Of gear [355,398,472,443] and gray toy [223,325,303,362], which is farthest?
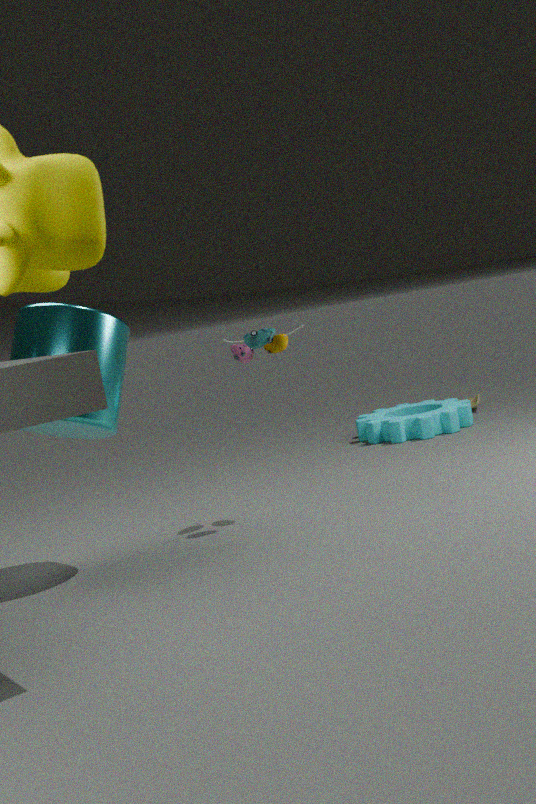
gear [355,398,472,443]
